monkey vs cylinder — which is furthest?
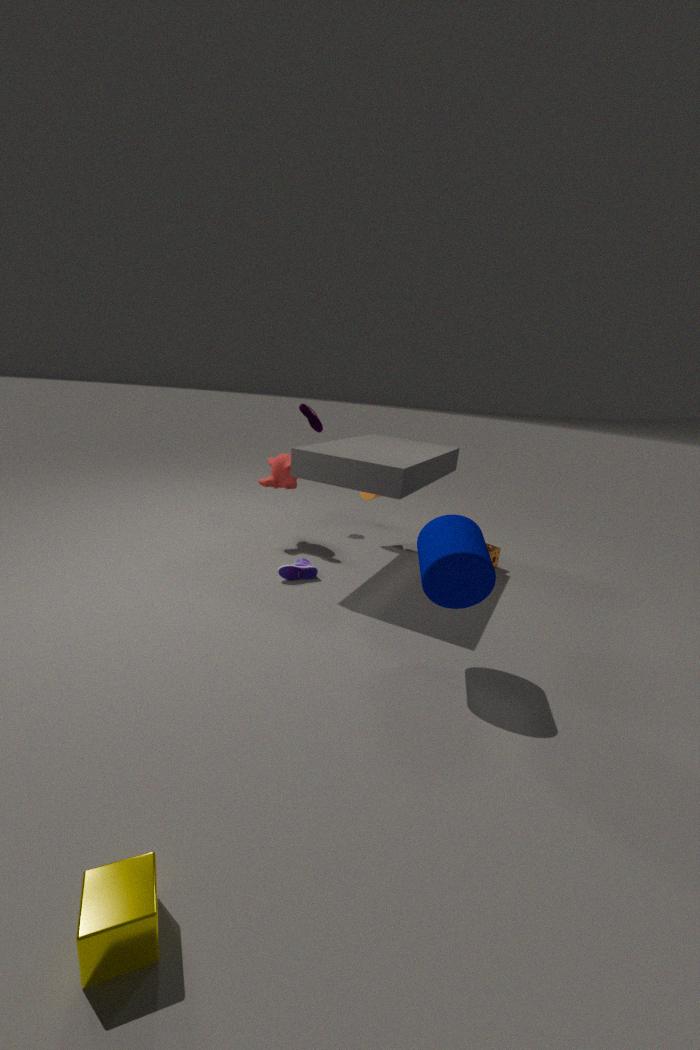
monkey
